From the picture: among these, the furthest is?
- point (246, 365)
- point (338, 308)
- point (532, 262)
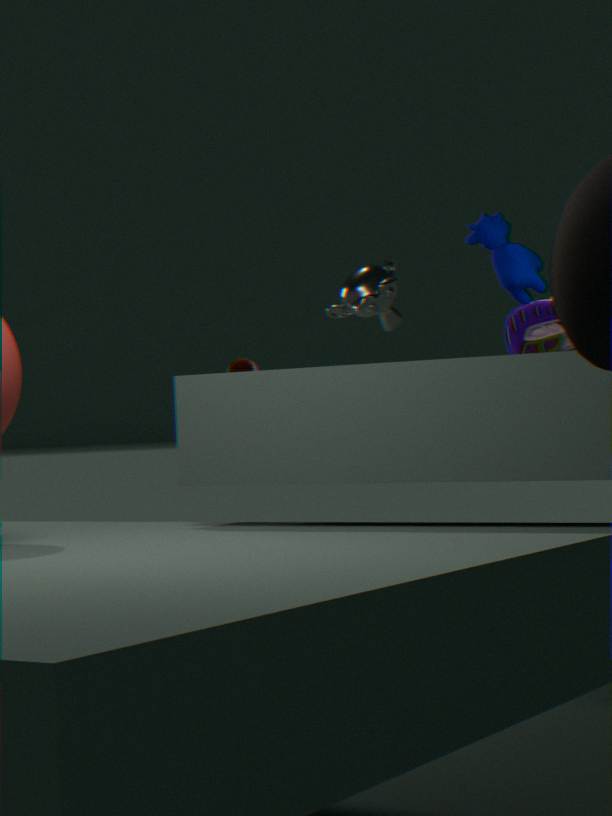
point (338, 308)
